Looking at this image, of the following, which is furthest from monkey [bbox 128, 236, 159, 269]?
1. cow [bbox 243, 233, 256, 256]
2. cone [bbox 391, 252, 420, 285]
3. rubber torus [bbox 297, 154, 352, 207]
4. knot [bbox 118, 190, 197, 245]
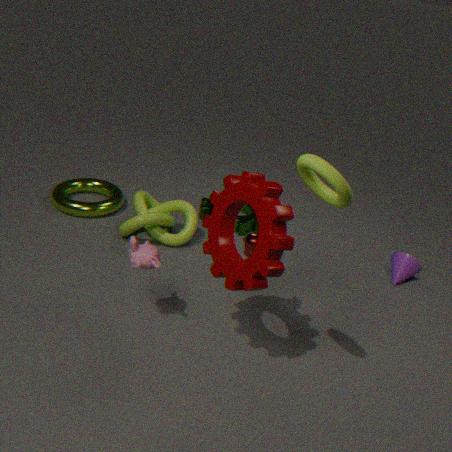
cone [bbox 391, 252, 420, 285]
